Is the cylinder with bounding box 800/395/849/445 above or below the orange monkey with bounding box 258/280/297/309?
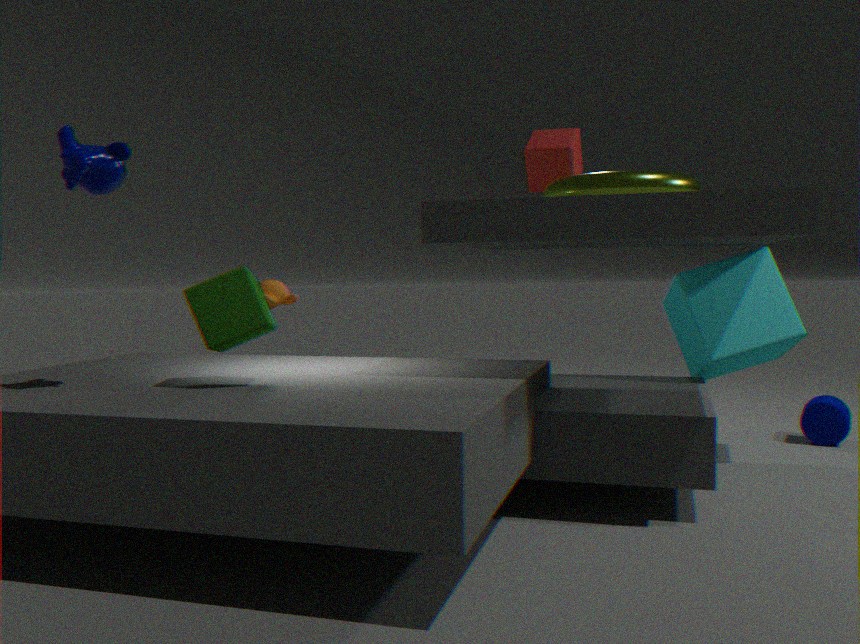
below
